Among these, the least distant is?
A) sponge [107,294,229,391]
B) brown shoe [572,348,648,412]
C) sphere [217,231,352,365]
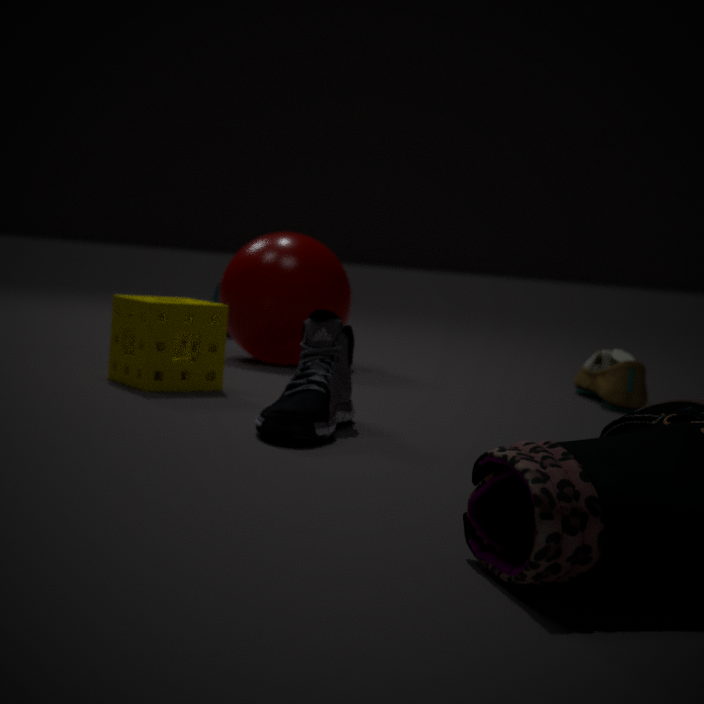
sponge [107,294,229,391]
